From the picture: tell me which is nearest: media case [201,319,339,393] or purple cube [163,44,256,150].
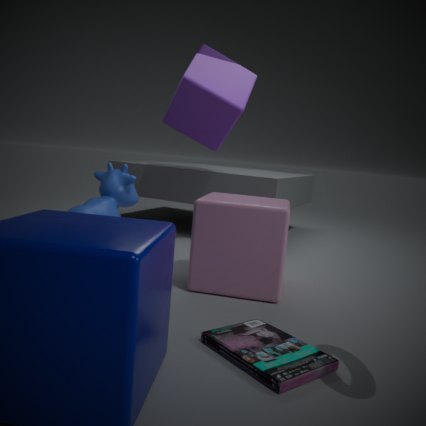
media case [201,319,339,393]
